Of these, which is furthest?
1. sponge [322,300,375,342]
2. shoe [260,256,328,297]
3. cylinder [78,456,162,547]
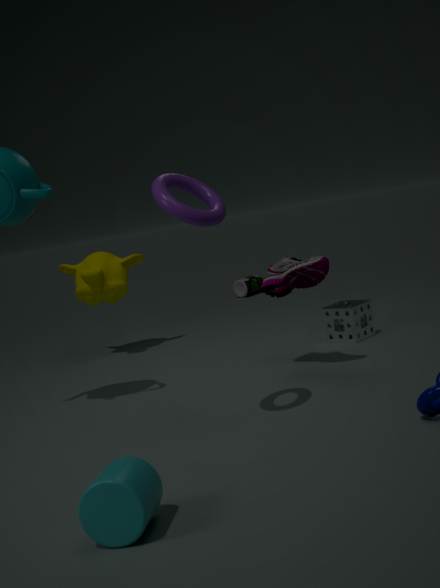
sponge [322,300,375,342]
